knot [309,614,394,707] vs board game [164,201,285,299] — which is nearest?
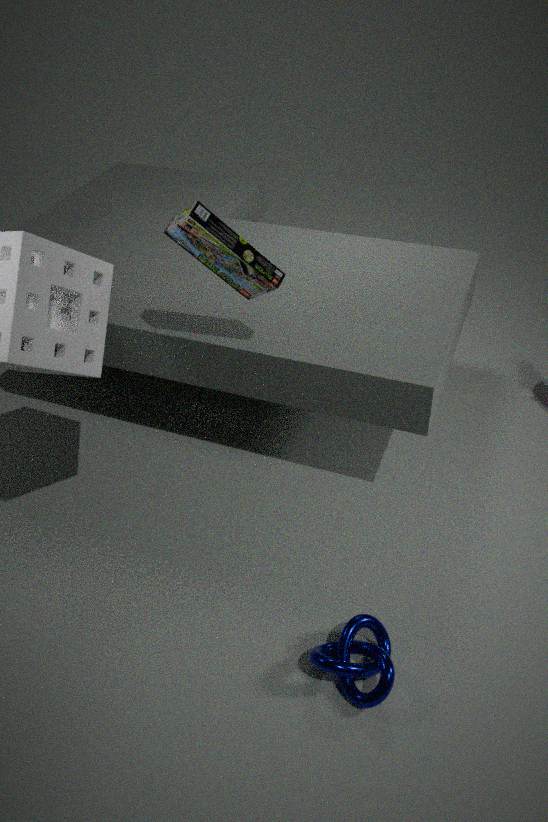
knot [309,614,394,707]
